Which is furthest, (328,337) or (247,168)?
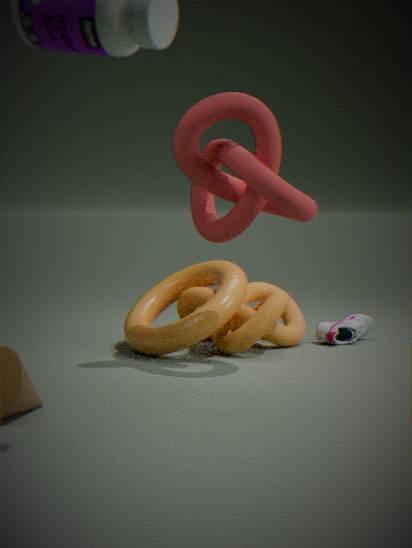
(328,337)
